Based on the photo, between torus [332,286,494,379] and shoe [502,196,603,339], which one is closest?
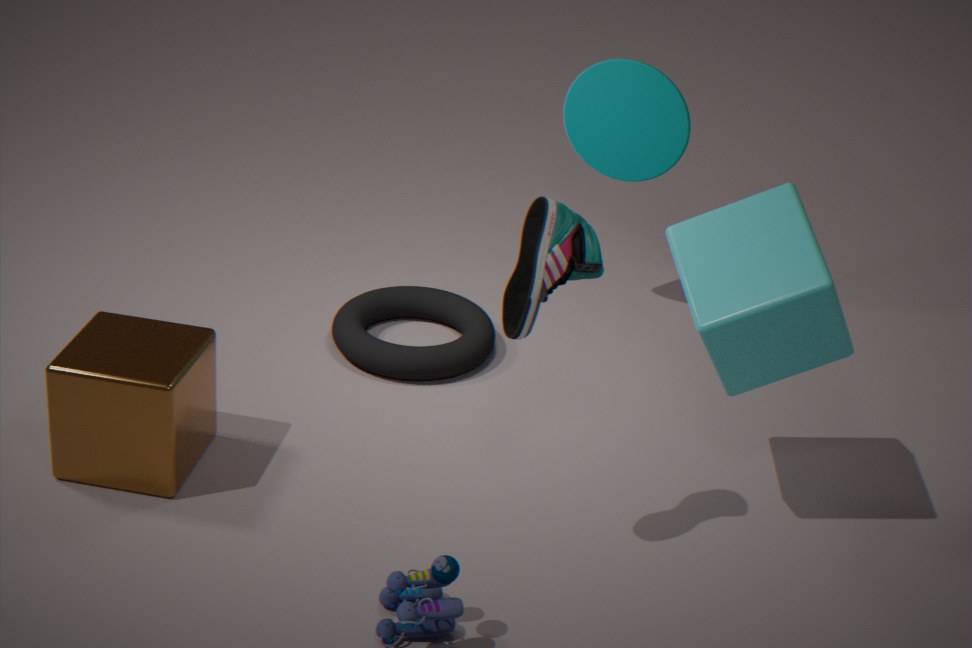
shoe [502,196,603,339]
